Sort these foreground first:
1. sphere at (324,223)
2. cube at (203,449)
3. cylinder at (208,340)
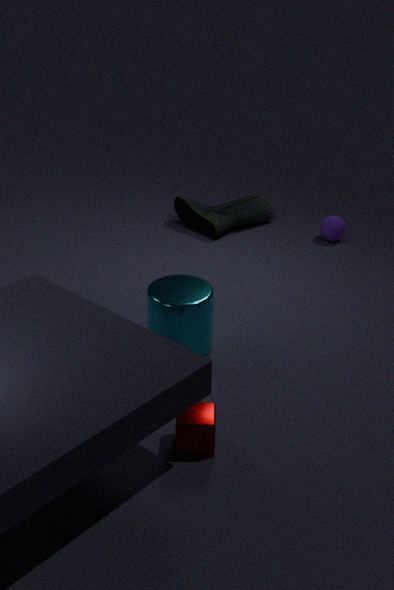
cube at (203,449) → cylinder at (208,340) → sphere at (324,223)
